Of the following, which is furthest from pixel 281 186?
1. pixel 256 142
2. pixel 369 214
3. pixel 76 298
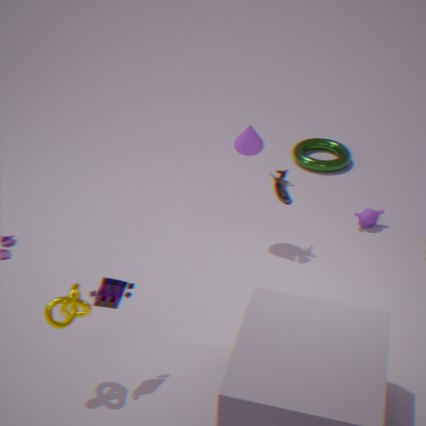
pixel 76 298
